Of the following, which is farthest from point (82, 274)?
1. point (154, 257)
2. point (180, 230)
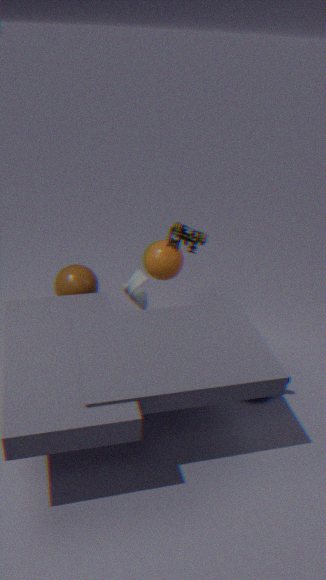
point (180, 230)
